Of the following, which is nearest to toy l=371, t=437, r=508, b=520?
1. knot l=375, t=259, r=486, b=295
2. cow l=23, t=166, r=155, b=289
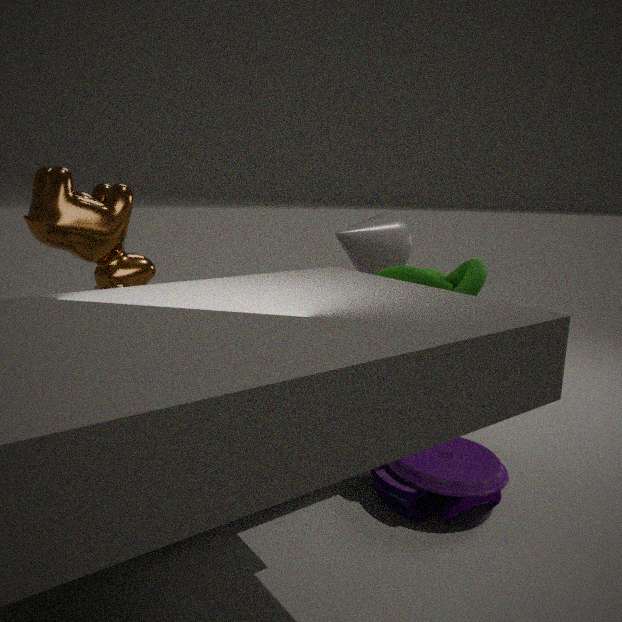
knot l=375, t=259, r=486, b=295
